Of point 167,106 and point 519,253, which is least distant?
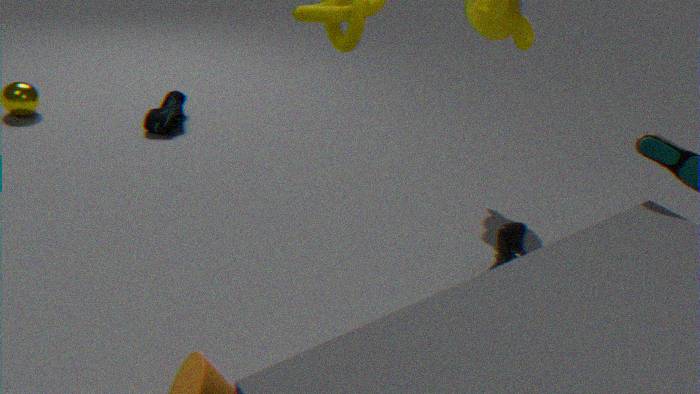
point 519,253
